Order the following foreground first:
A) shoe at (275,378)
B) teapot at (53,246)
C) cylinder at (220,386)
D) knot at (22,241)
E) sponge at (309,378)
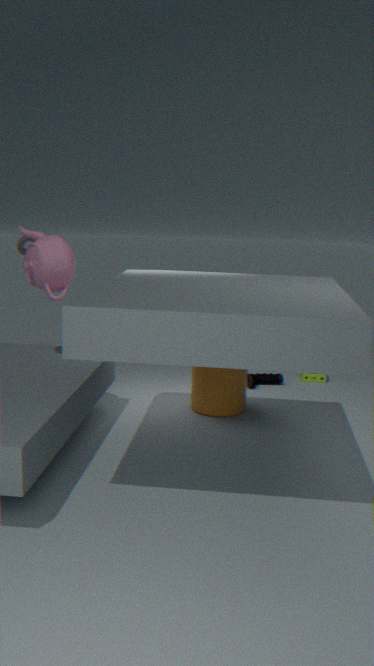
teapot at (53,246)
knot at (22,241)
cylinder at (220,386)
shoe at (275,378)
sponge at (309,378)
